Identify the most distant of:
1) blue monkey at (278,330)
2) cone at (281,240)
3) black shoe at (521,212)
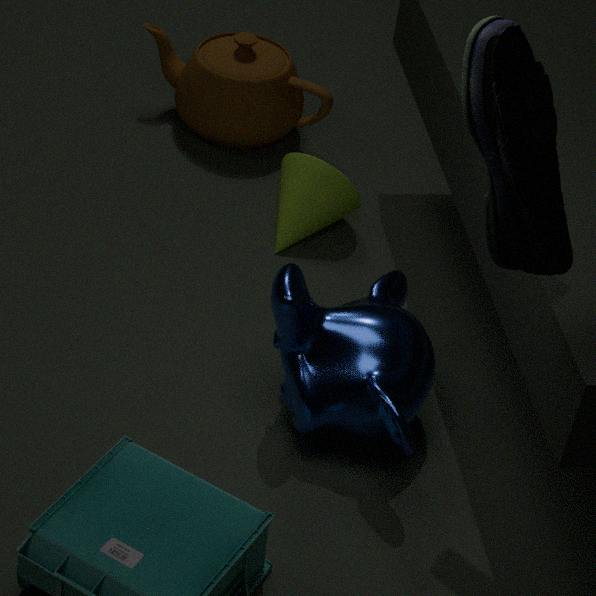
2. cone at (281,240)
